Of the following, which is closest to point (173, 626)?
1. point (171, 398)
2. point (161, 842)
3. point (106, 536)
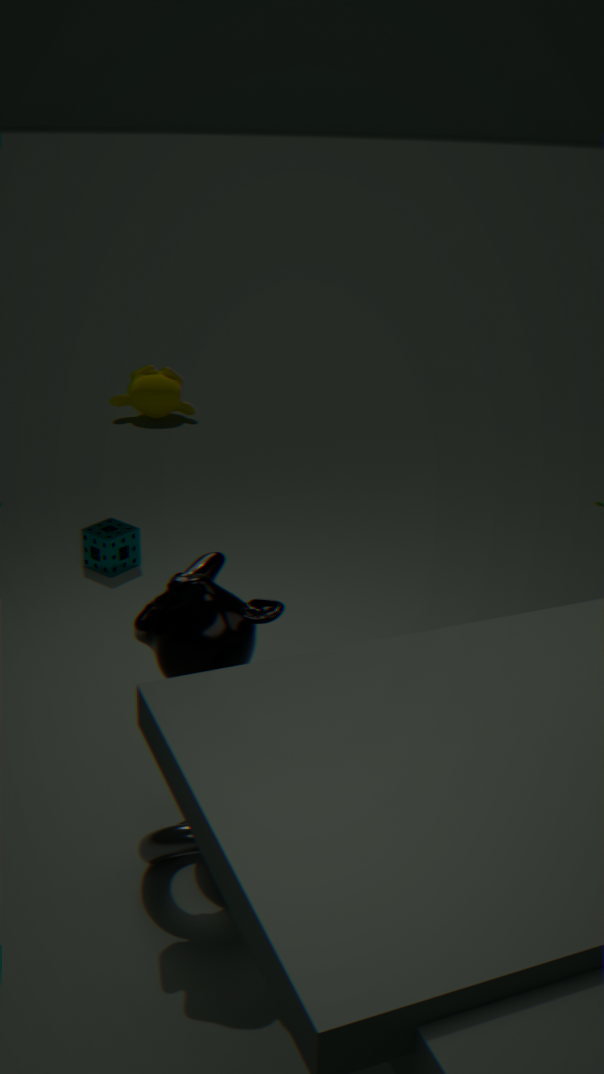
point (161, 842)
